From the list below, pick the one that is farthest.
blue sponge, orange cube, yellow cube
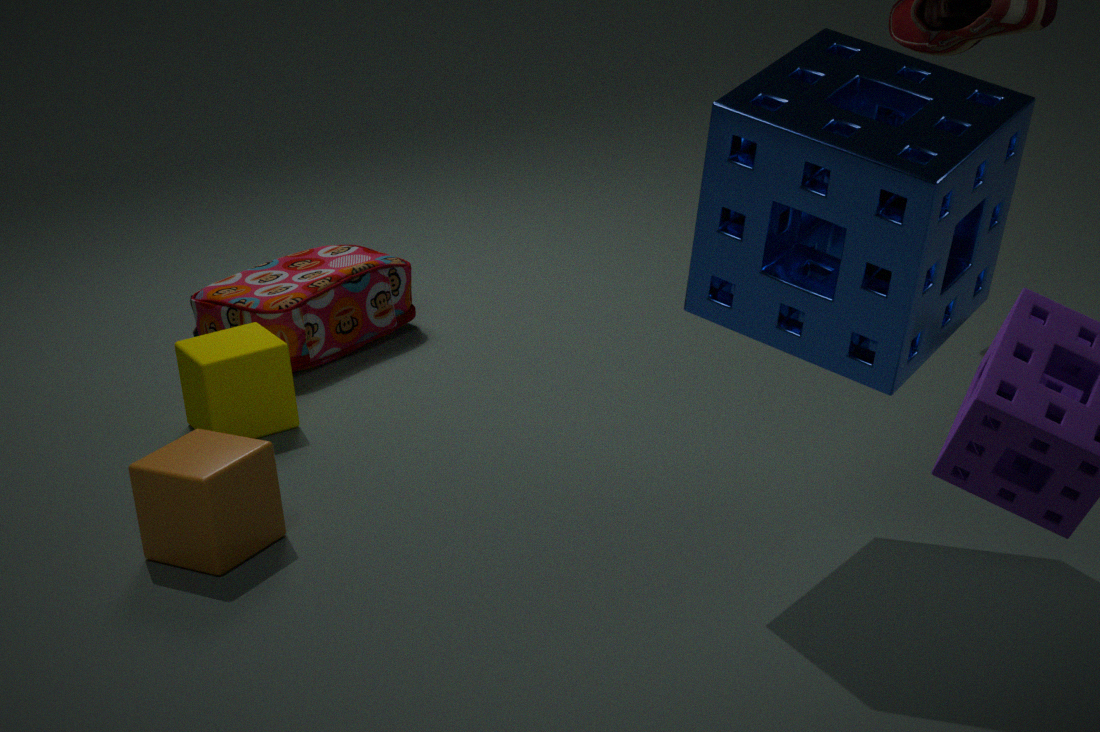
yellow cube
